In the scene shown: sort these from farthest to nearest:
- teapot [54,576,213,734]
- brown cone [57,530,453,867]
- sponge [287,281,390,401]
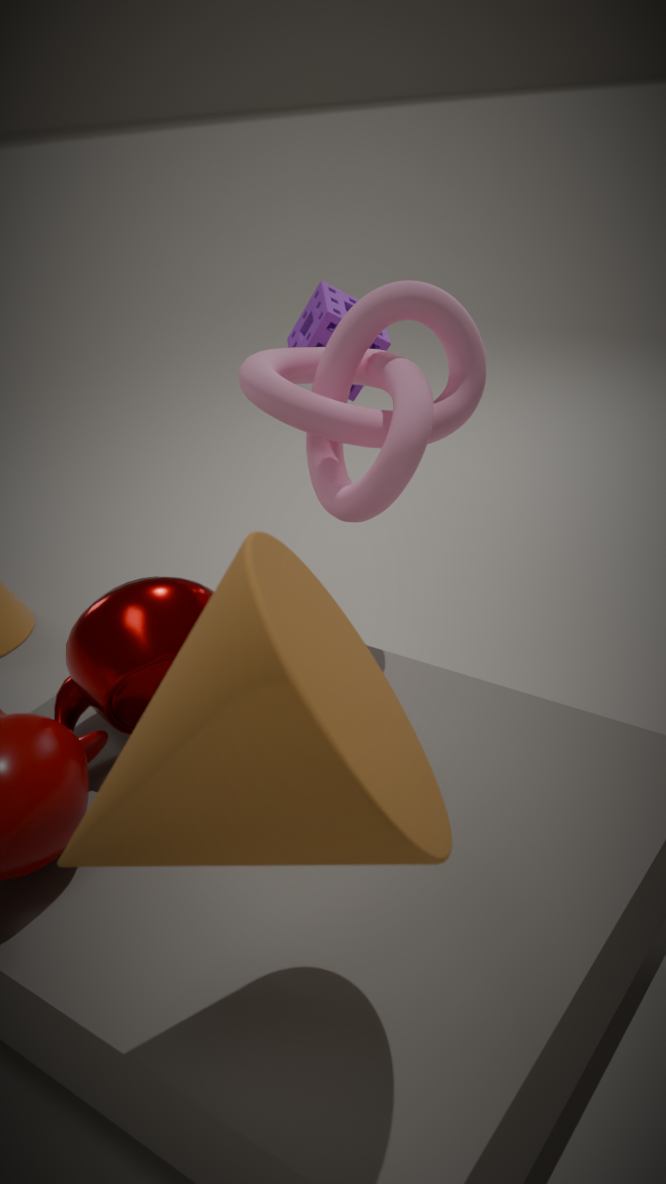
1. sponge [287,281,390,401]
2. teapot [54,576,213,734]
3. brown cone [57,530,453,867]
